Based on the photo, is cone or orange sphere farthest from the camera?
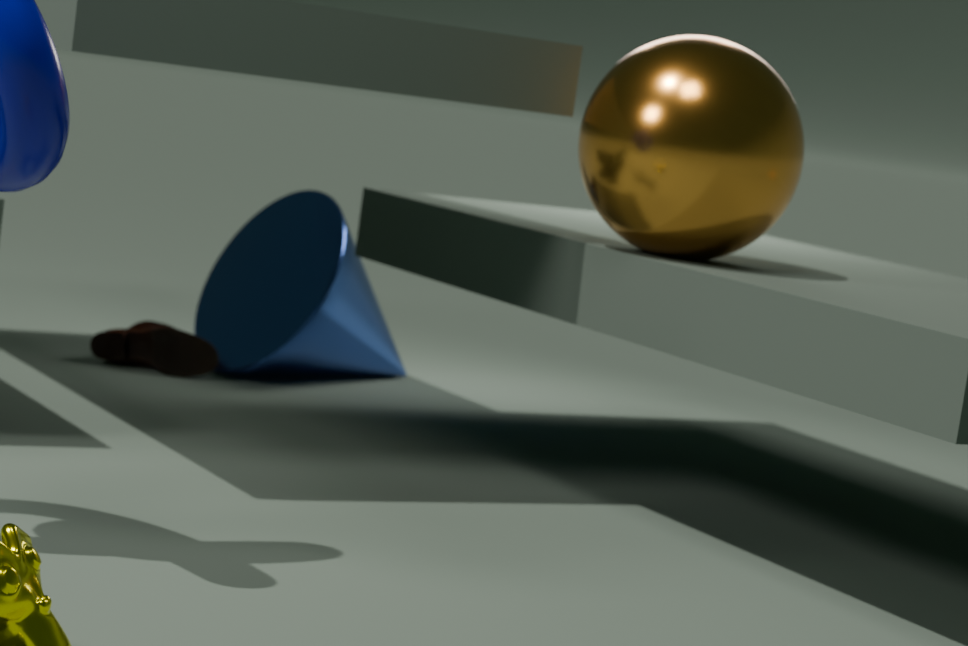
cone
